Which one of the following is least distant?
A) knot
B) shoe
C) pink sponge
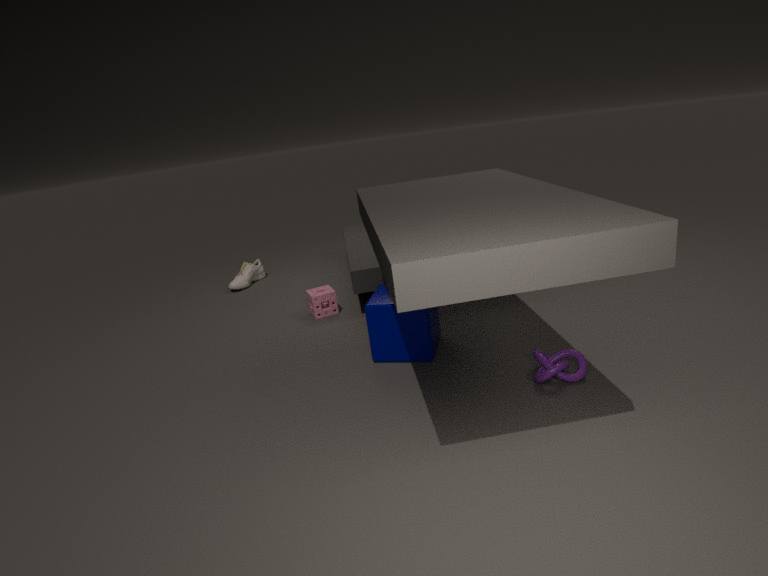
knot
